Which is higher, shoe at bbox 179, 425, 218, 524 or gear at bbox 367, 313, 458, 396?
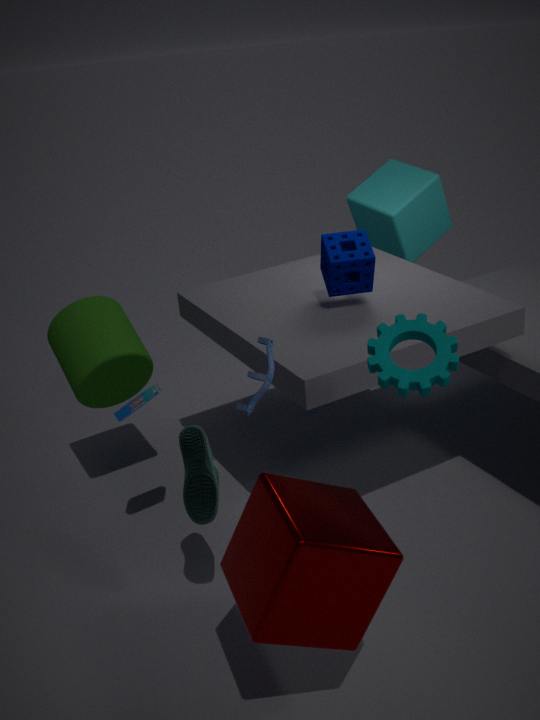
gear at bbox 367, 313, 458, 396
